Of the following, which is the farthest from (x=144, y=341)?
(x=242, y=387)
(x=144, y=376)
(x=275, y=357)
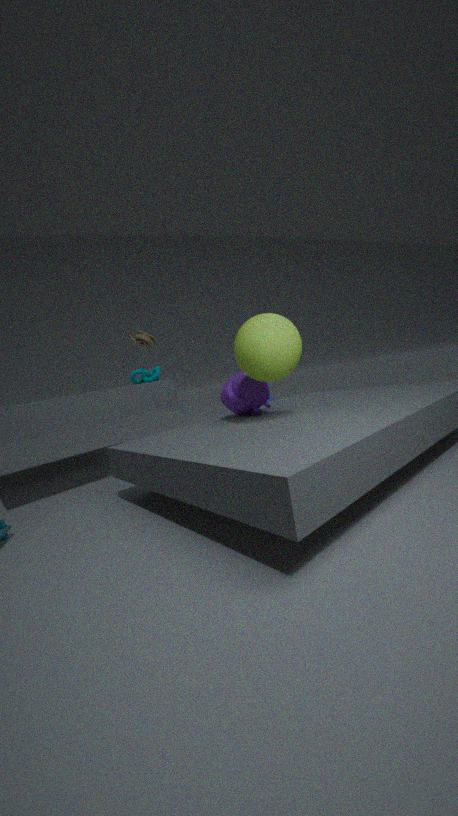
(x=275, y=357)
